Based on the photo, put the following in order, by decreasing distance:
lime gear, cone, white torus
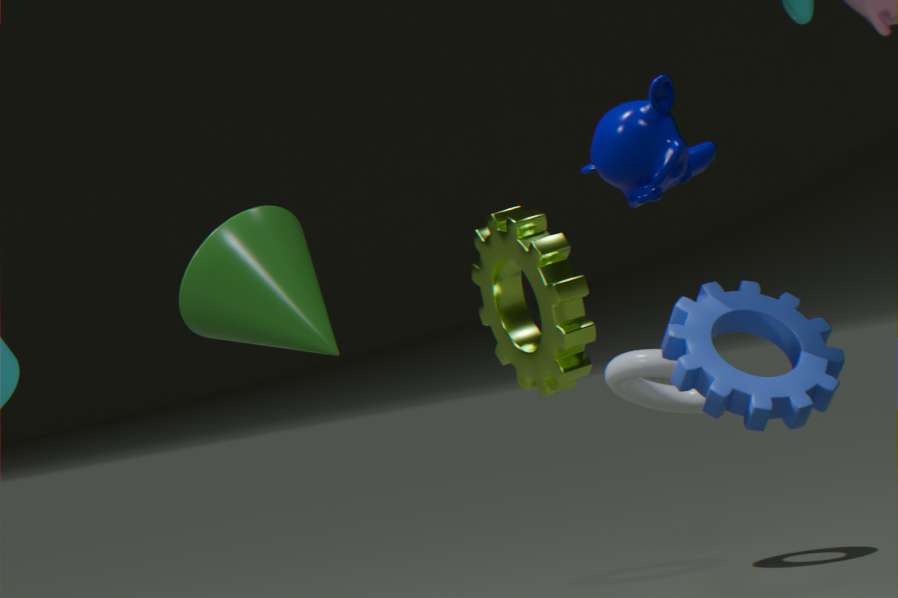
1. white torus
2. lime gear
3. cone
